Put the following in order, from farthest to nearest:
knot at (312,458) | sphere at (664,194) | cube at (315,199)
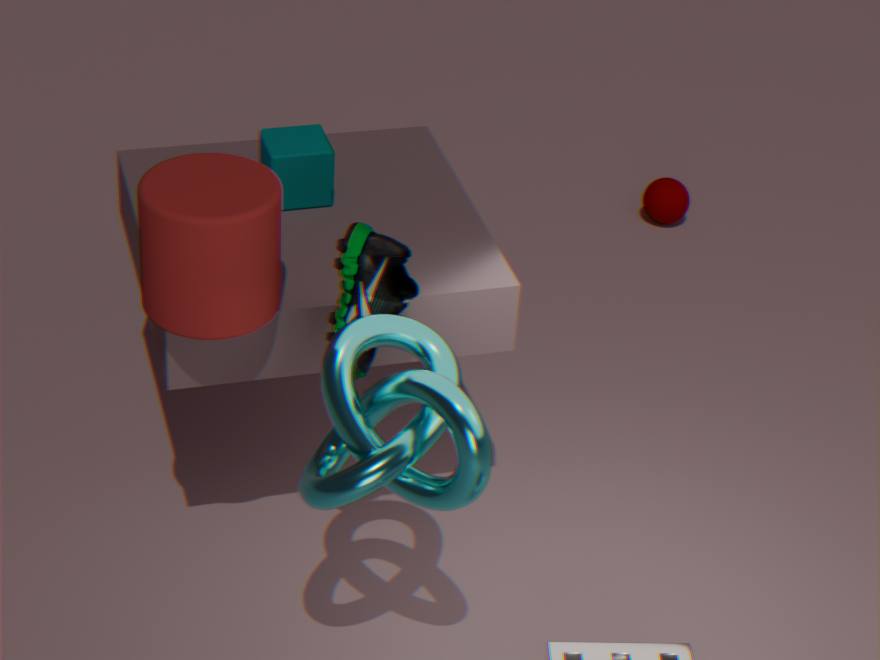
sphere at (664,194)
cube at (315,199)
knot at (312,458)
